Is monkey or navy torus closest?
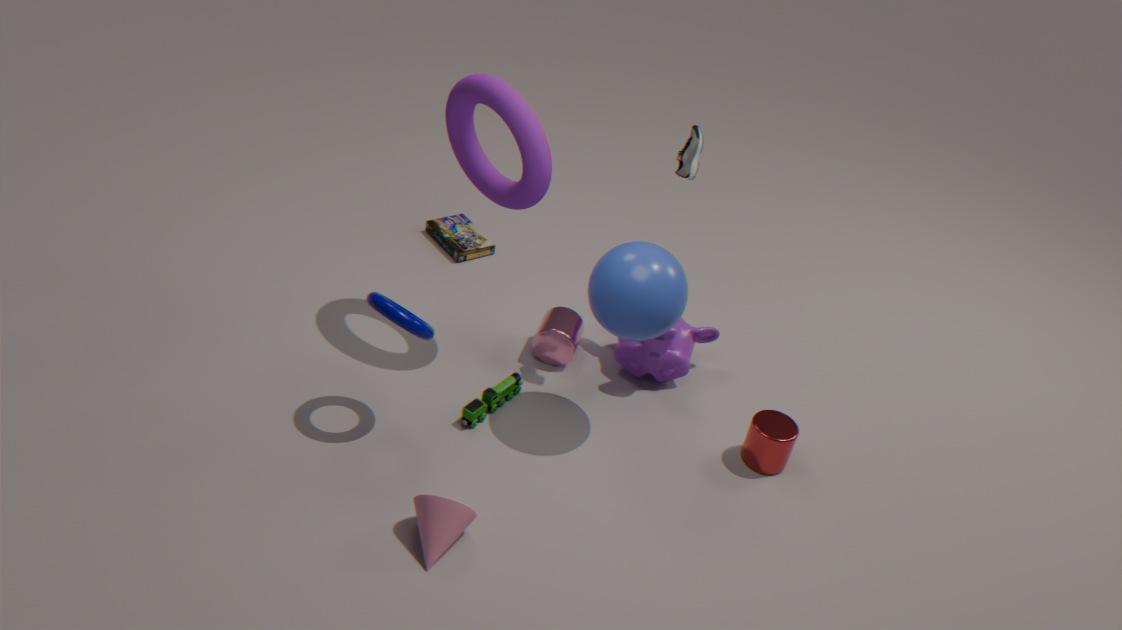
navy torus
